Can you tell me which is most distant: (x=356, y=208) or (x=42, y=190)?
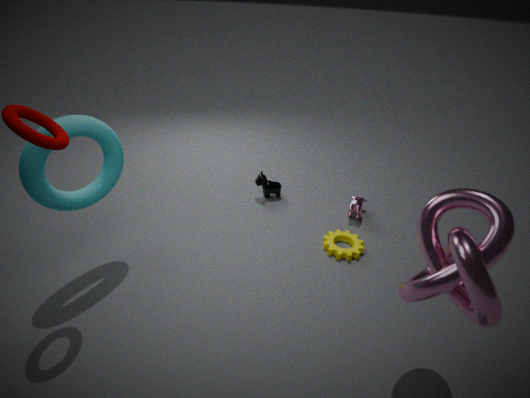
(x=356, y=208)
